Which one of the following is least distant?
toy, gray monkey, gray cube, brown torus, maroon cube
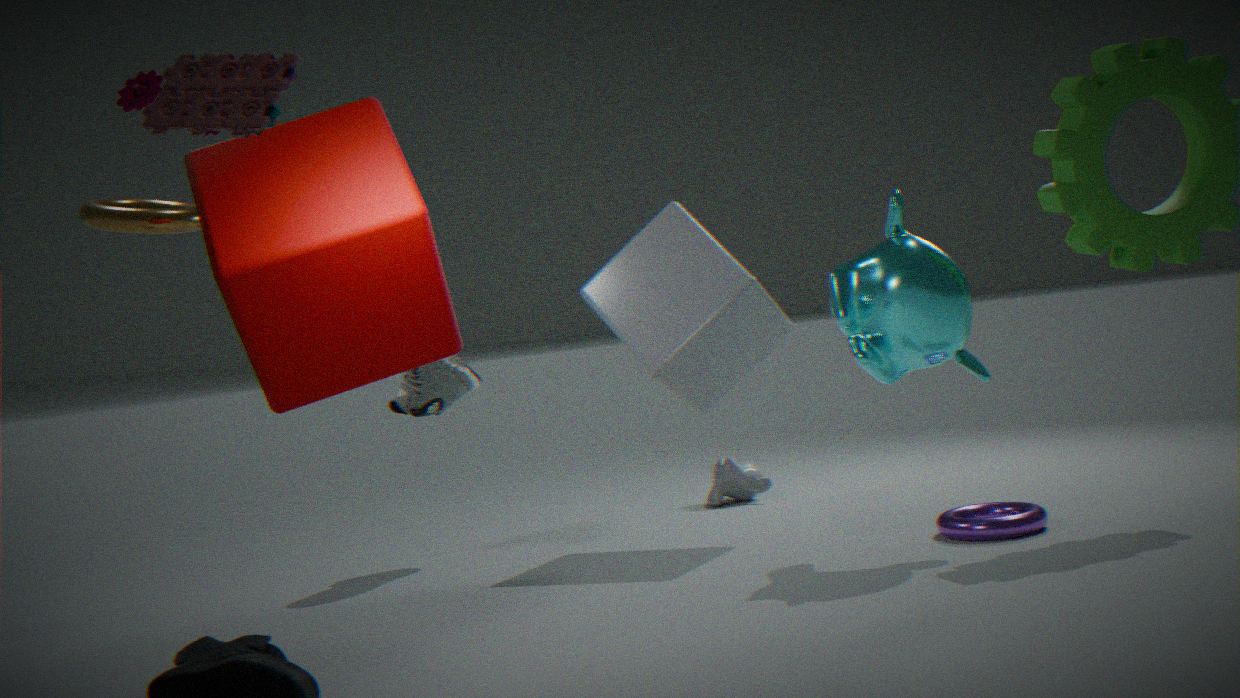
toy
